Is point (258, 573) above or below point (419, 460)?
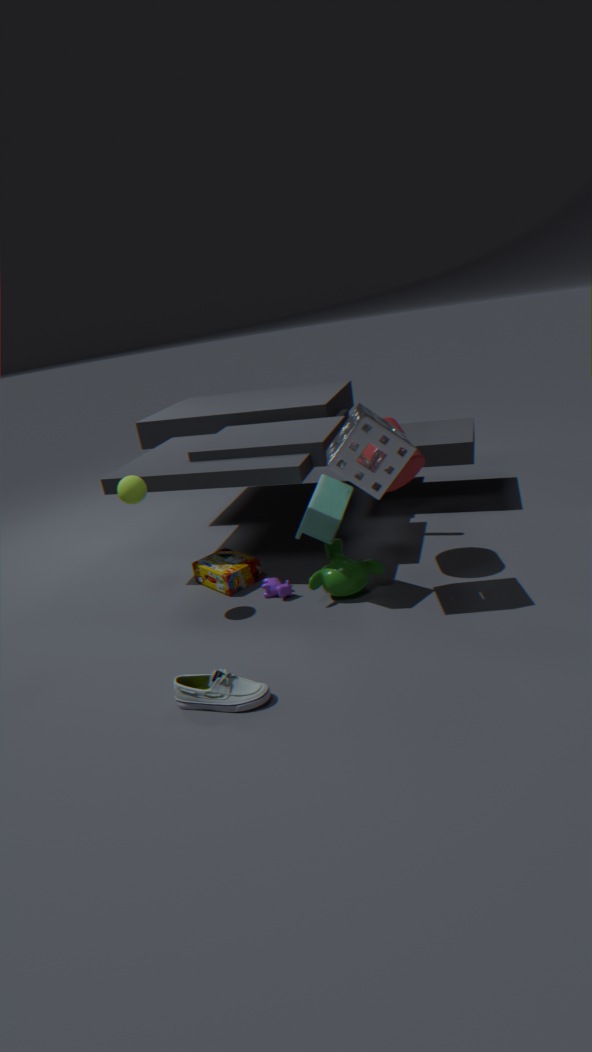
below
